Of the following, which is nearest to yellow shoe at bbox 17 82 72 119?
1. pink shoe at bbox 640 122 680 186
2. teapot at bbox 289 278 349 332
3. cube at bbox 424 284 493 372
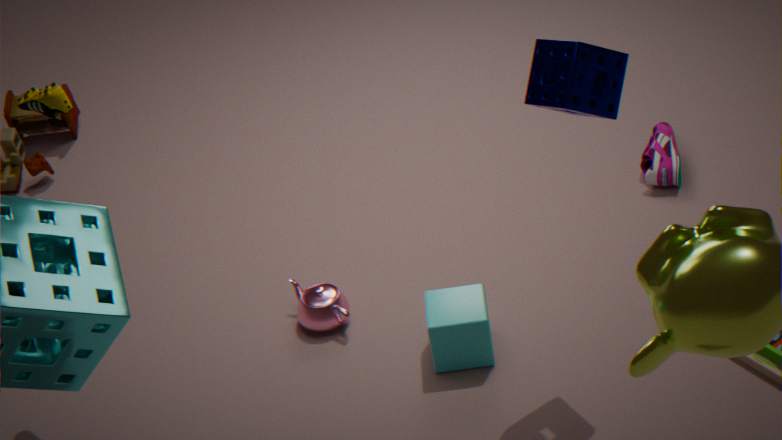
teapot at bbox 289 278 349 332
